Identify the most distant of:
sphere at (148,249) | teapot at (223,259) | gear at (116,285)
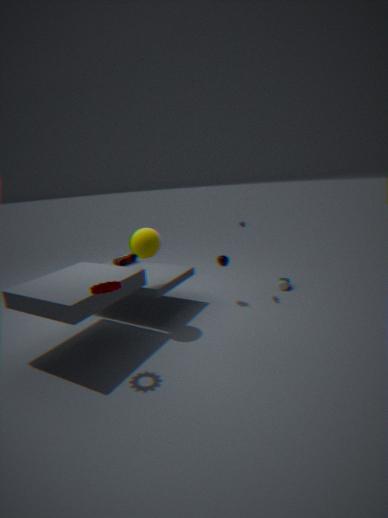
teapot at (223,259)
